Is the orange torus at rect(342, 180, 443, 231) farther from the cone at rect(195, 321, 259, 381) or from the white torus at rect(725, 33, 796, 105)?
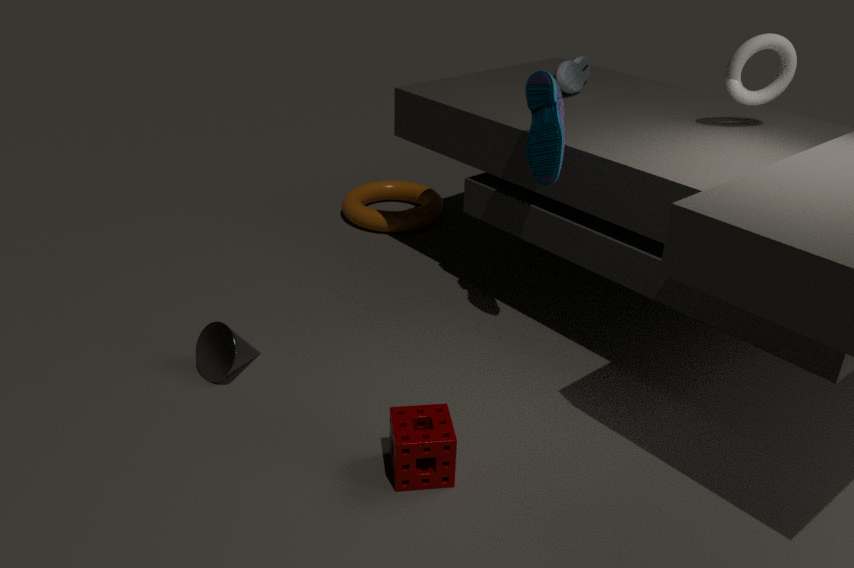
the white torus at rect(725, 33, 796, 105)
